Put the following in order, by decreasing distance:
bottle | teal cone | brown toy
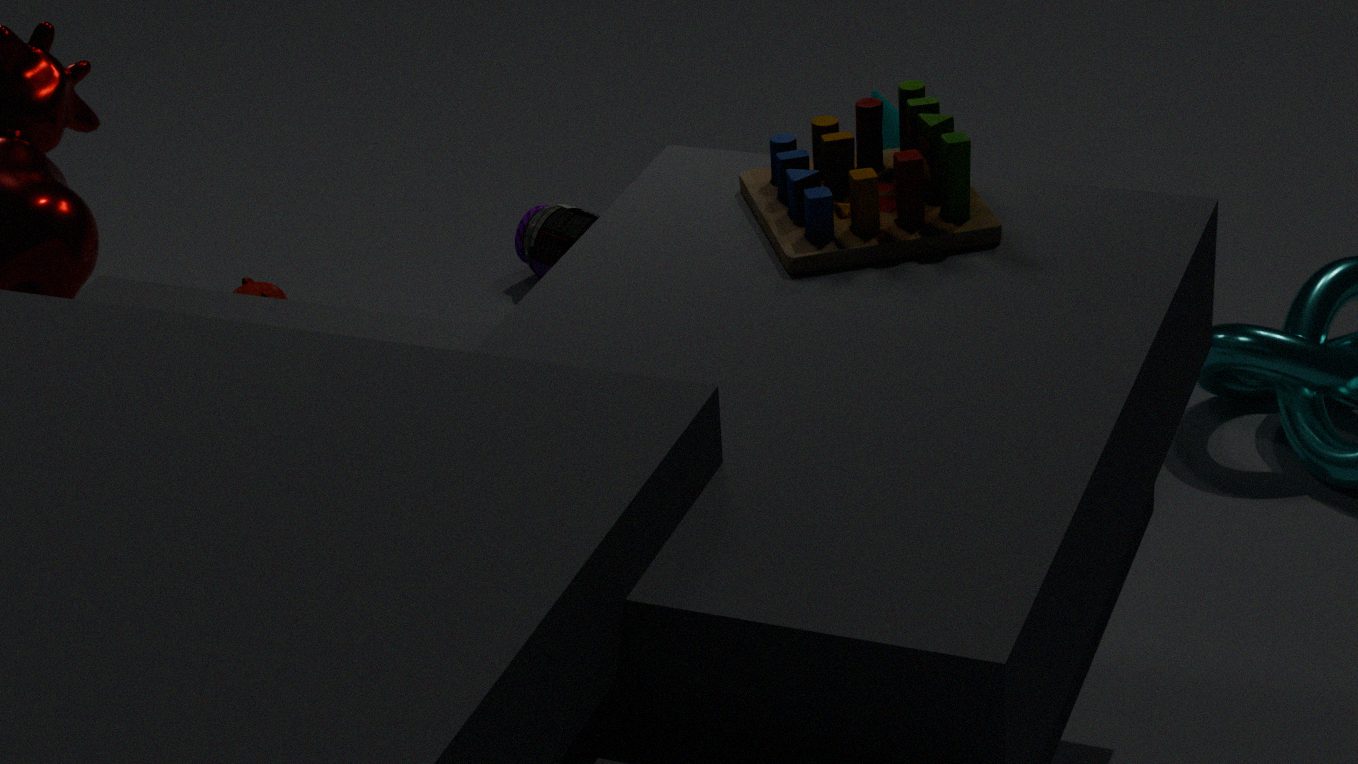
bottle, teal cone, brown toy
